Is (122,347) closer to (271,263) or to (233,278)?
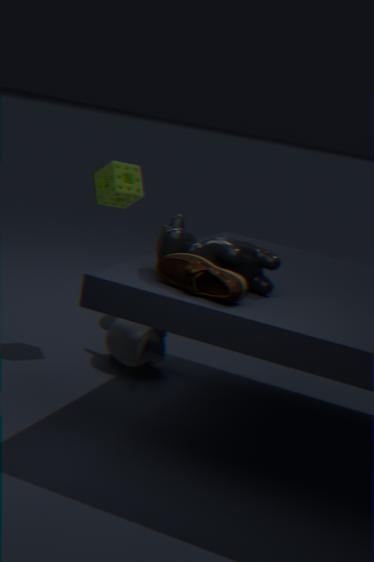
(271,263)
